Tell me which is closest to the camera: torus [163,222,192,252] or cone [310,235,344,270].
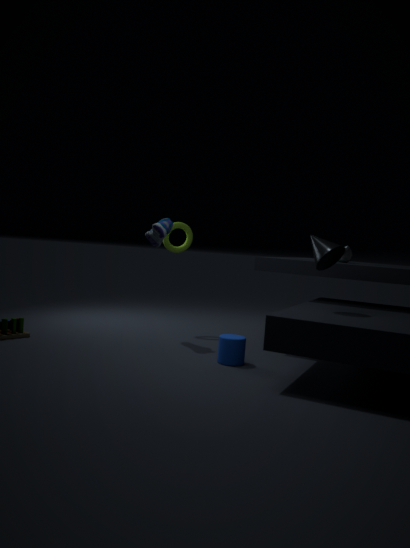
cone [310,235,344,270]
